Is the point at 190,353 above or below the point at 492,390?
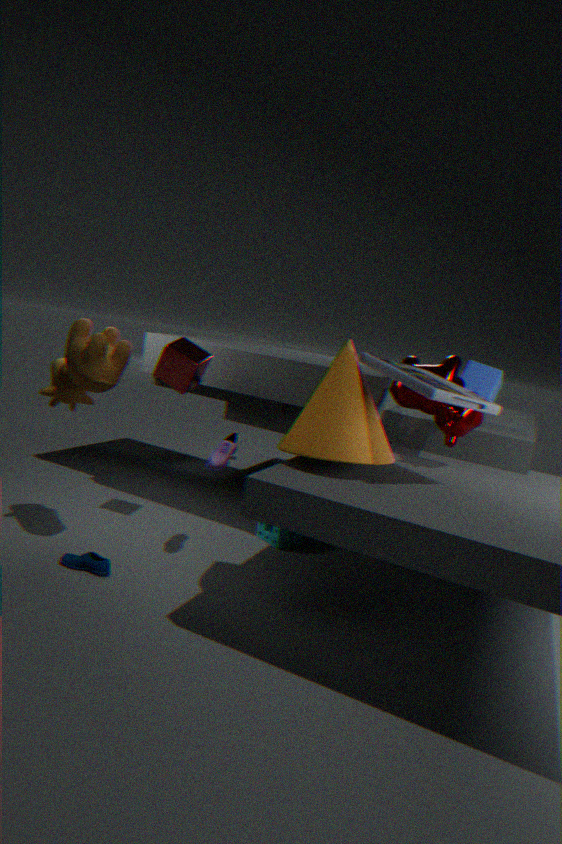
below
